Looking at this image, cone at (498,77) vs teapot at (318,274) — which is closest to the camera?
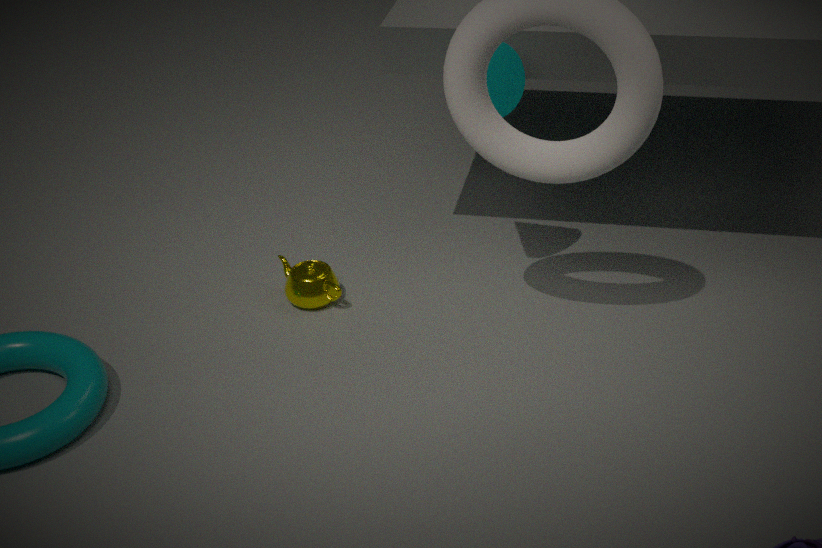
cone at (498,77)
